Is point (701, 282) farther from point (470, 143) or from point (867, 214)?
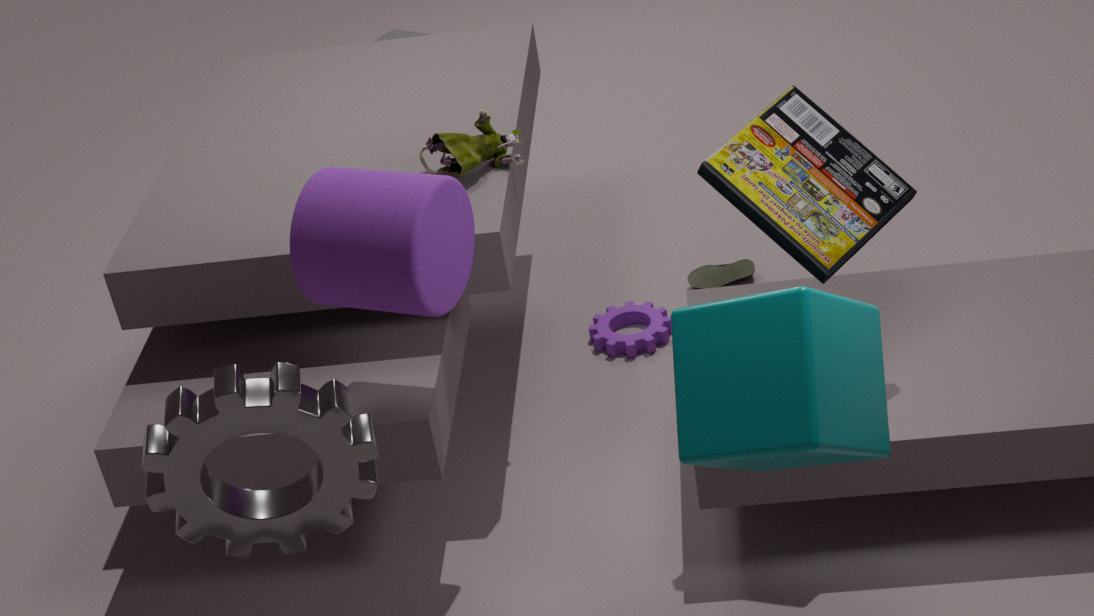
point (867, 214)
